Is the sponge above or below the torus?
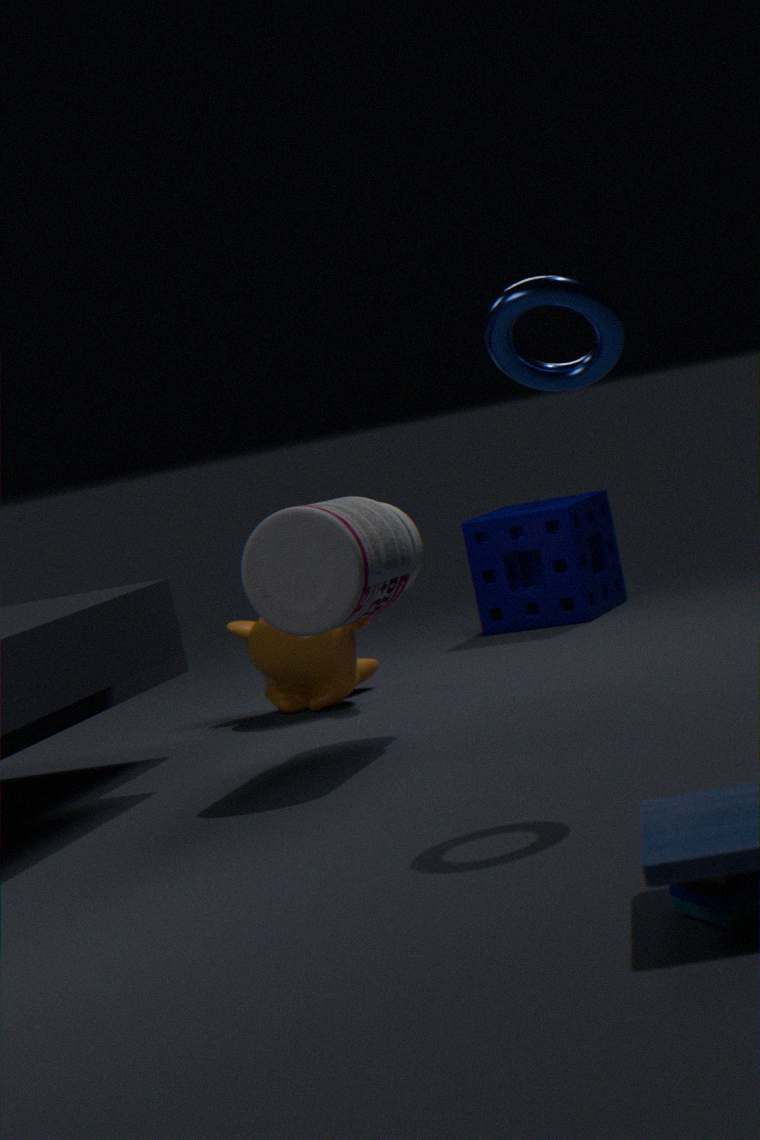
below
